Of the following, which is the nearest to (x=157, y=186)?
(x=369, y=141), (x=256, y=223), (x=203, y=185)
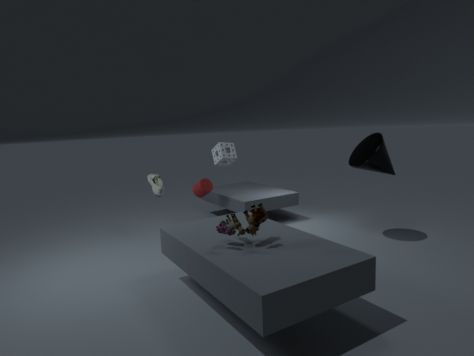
(x=203, y=185)
